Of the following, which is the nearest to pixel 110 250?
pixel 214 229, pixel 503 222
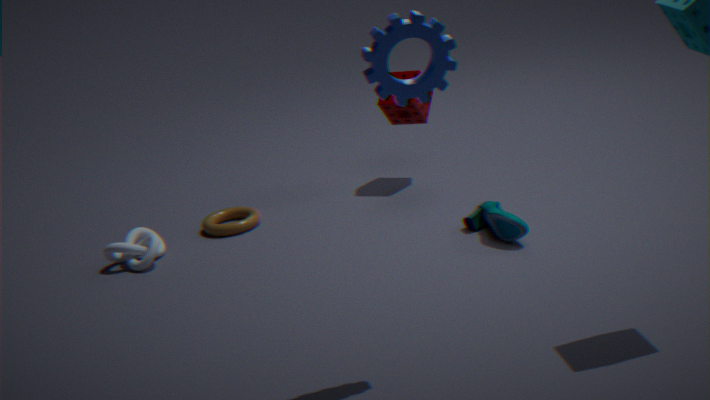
pixel 214 229
